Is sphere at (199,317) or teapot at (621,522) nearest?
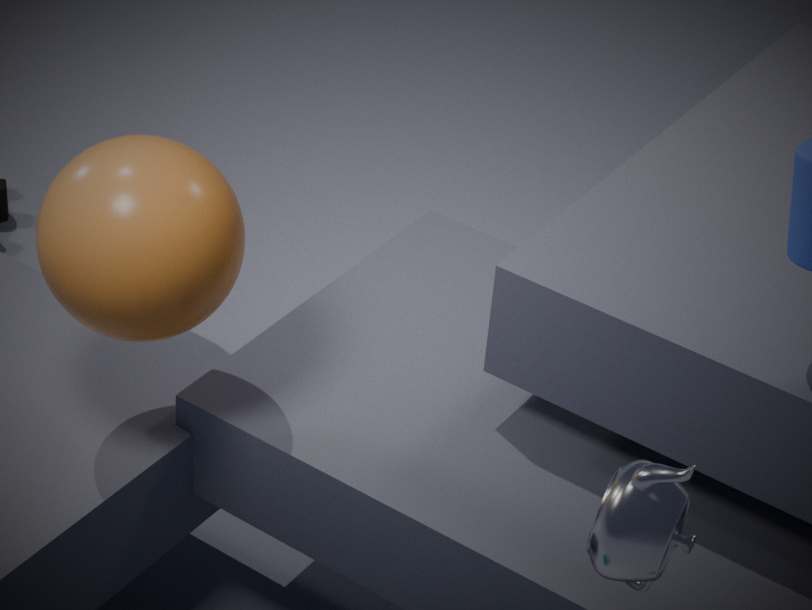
teapot at (621,522)
